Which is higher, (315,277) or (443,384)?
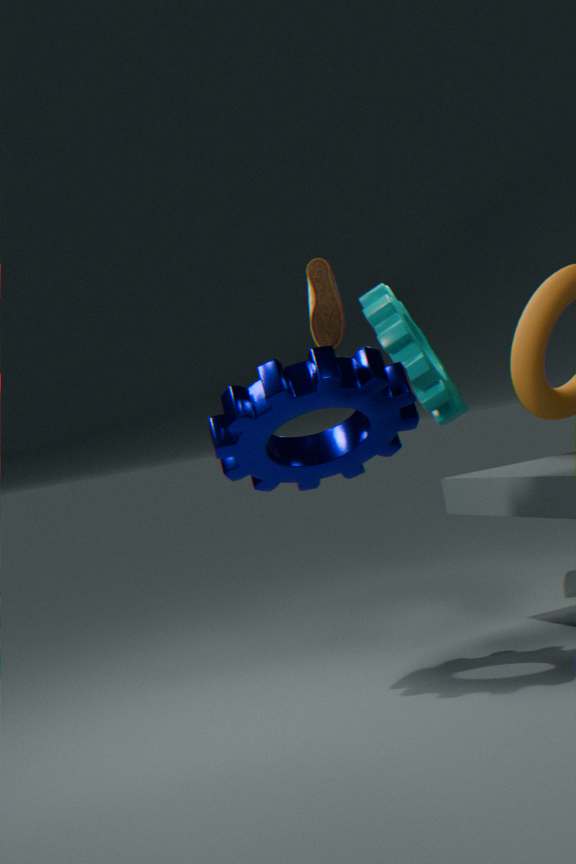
(315,277)
